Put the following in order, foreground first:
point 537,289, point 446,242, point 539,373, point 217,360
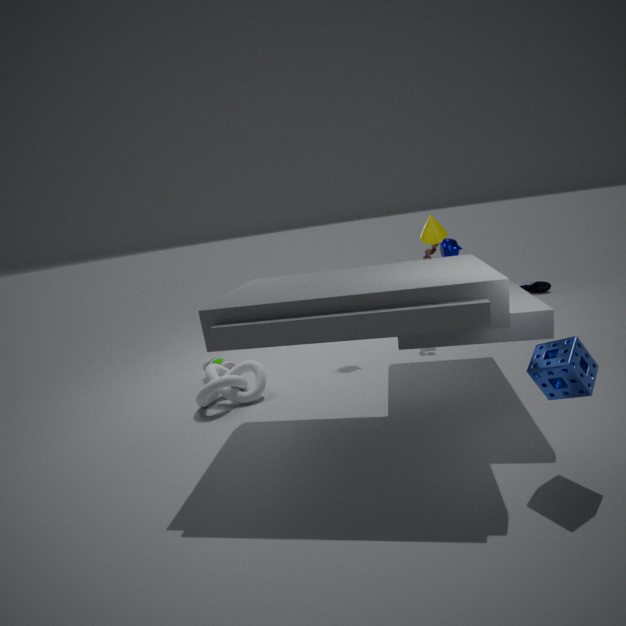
point 539,373
point 446,242
point 217,360
point 537,289
